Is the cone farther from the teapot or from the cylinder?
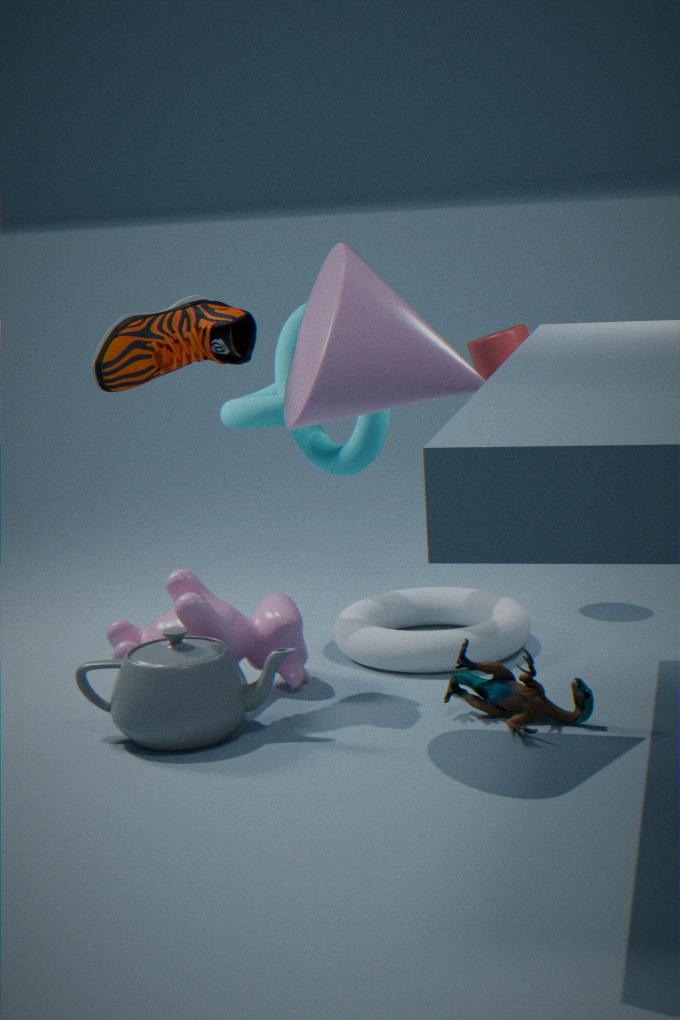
the cylinder
